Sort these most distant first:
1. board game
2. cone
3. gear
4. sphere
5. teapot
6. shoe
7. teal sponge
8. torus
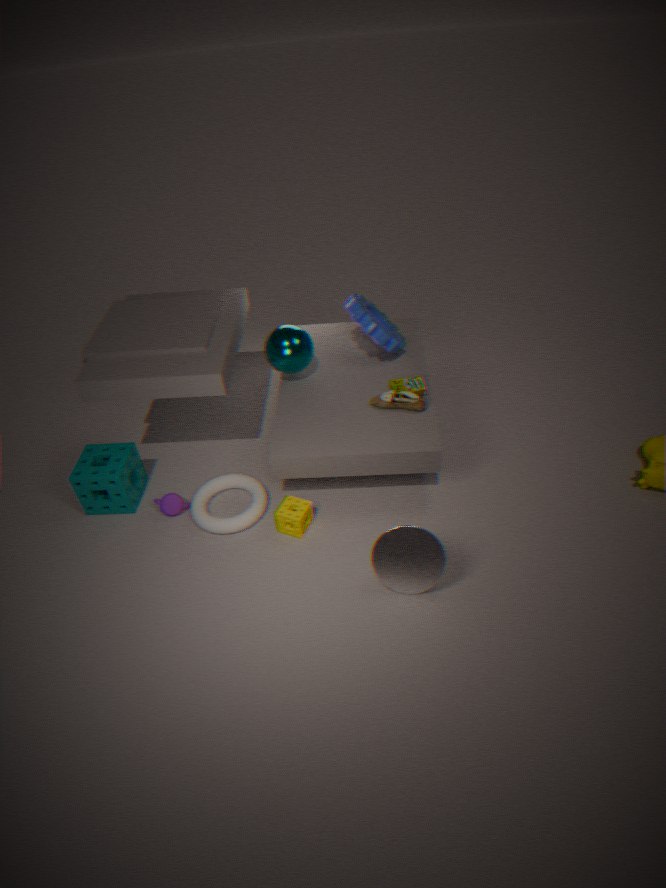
gear → sphere → board game → teapot → shoe → teal sponge → torus → cone
